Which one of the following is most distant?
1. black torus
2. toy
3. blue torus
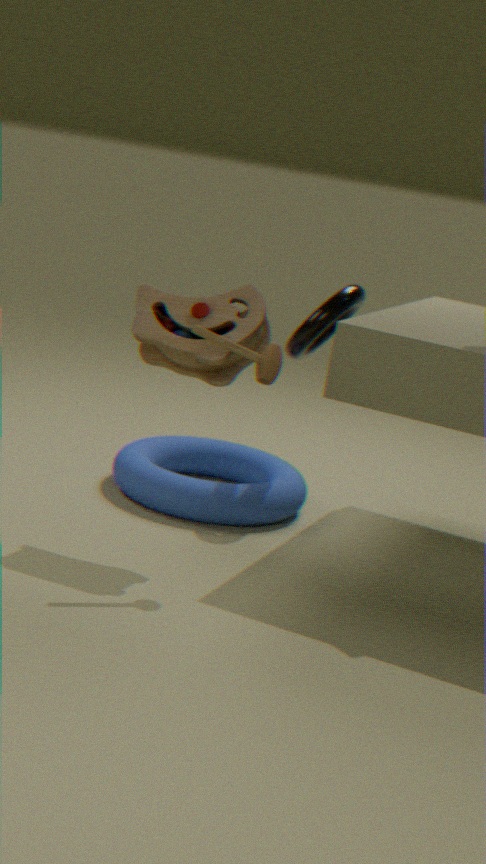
black torus
